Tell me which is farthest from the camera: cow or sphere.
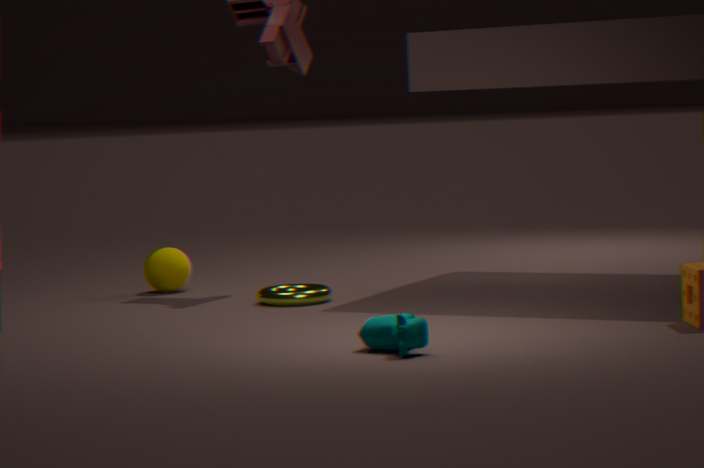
sphere
